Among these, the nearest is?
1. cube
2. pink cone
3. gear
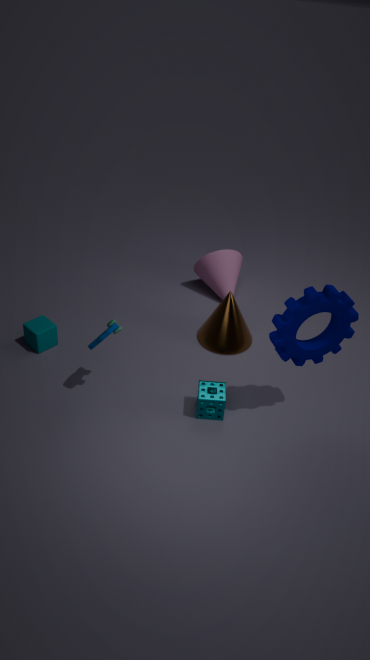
gear
